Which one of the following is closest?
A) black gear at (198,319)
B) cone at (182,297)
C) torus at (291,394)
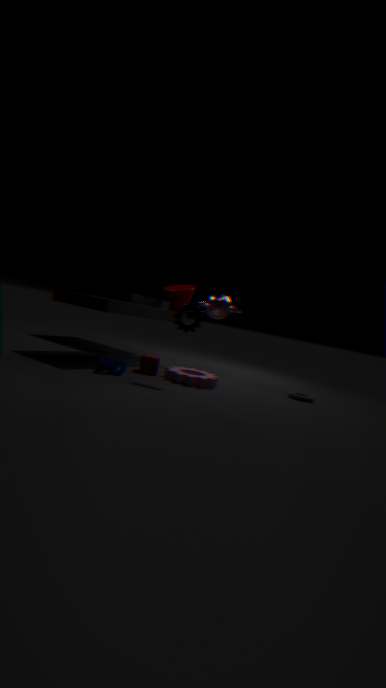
black gear at (198,319)
